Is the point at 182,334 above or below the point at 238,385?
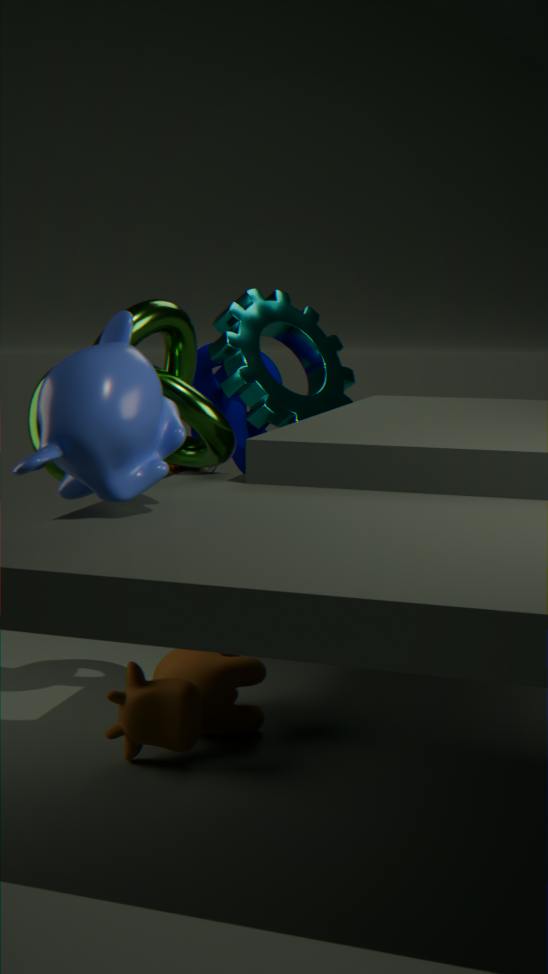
below
